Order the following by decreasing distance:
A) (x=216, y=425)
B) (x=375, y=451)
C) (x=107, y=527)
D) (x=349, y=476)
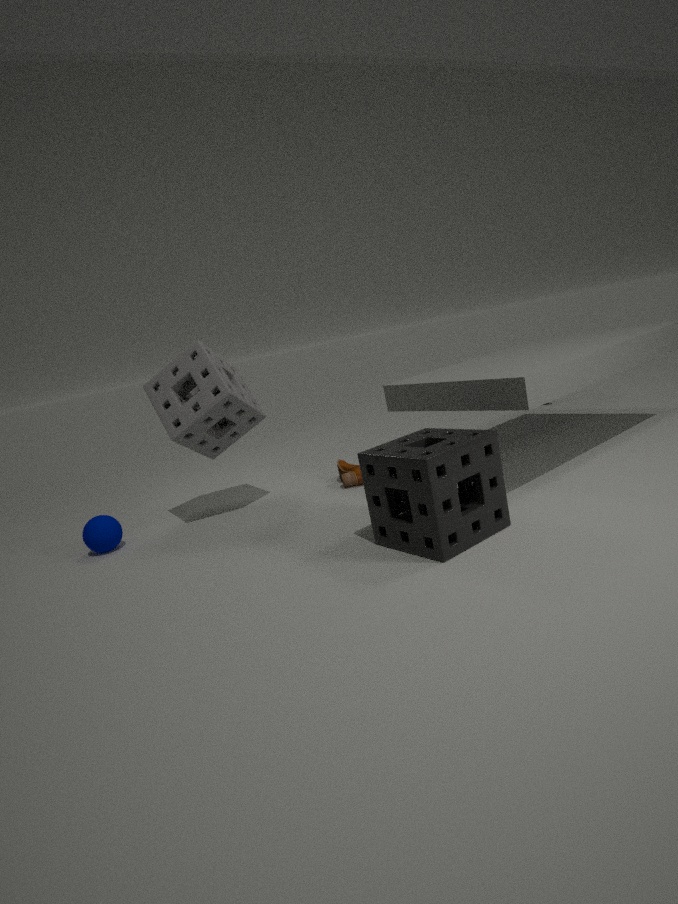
(x=349, y=476) → (x=216, y=425) → (x=107, y=527) → (x=375, y=451)
